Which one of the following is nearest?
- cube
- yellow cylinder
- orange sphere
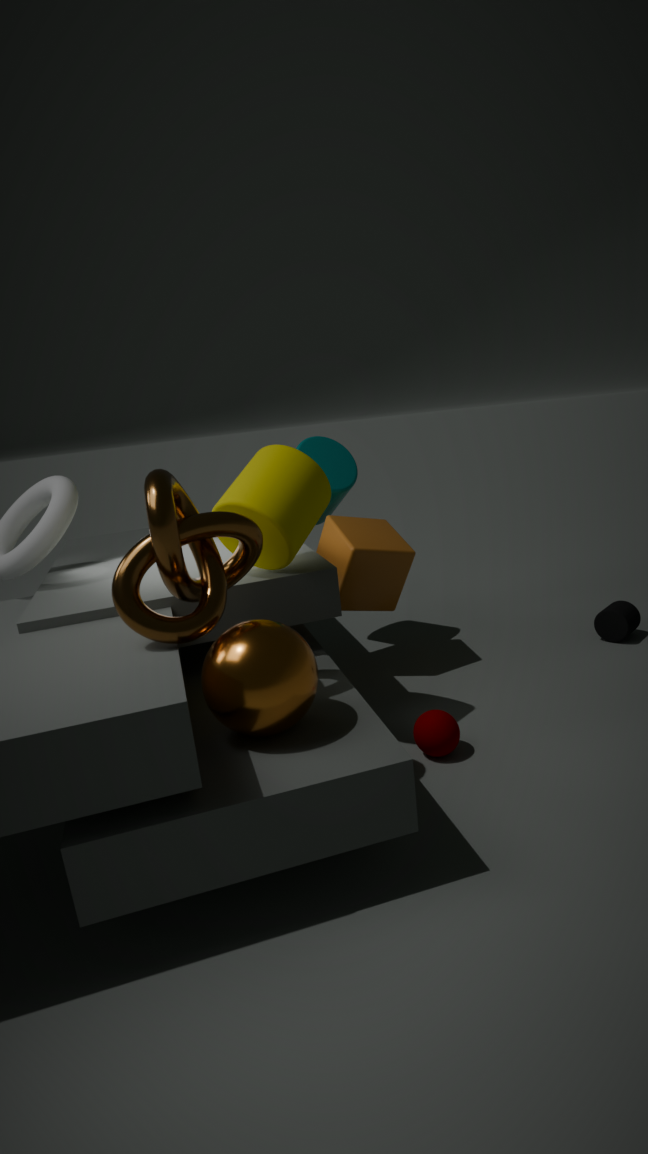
orange sphere
